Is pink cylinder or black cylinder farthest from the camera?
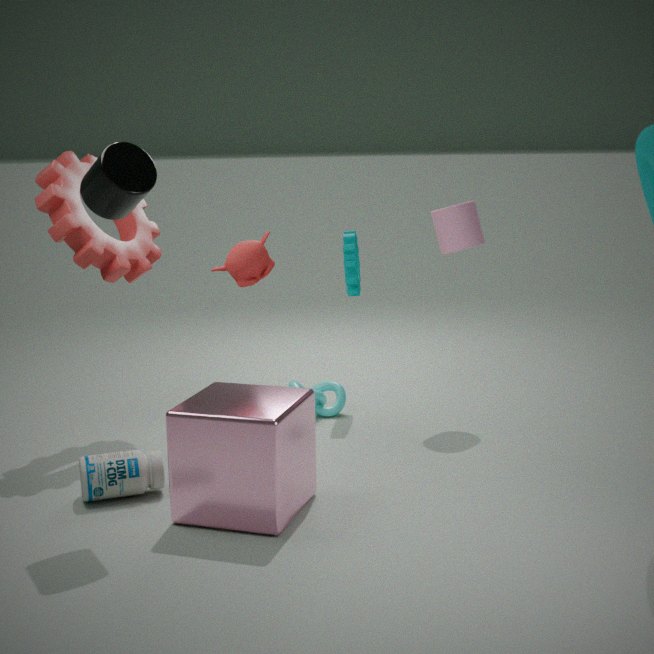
pink cylinder
